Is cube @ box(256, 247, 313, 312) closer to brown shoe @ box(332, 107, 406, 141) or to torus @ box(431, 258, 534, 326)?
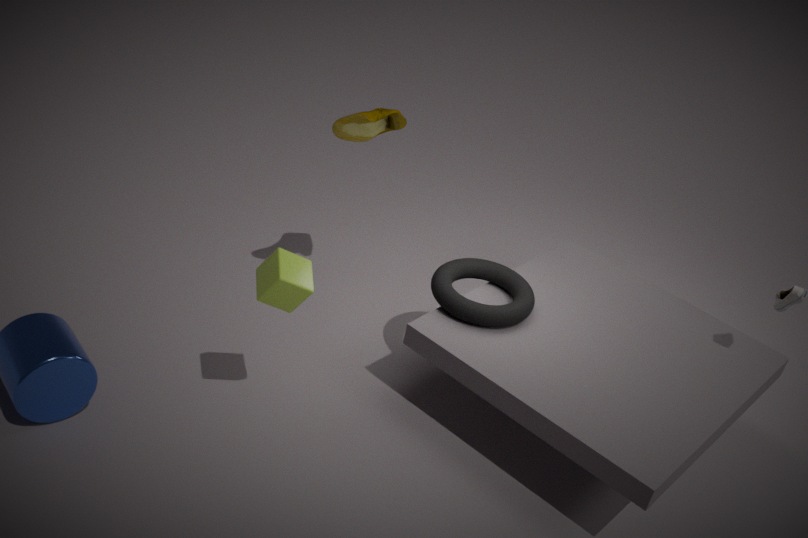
torus @ box(431, 258, 534, 326)
